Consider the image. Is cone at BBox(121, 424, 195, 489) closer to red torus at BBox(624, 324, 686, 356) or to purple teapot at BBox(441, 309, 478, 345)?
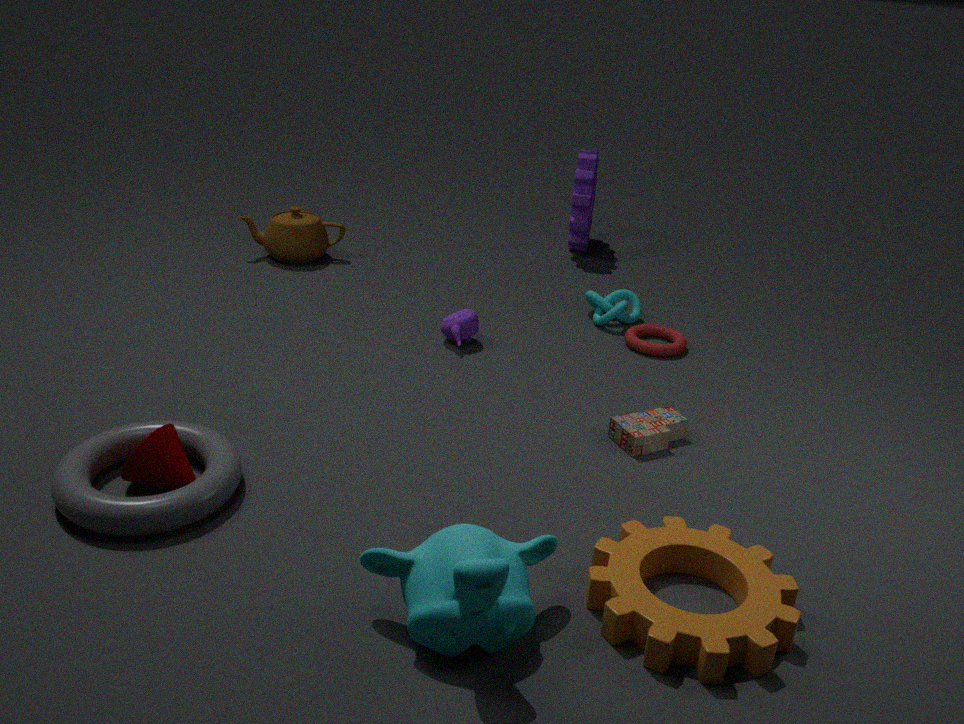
purple teapot at BBox(441, 309, 478, 345)
